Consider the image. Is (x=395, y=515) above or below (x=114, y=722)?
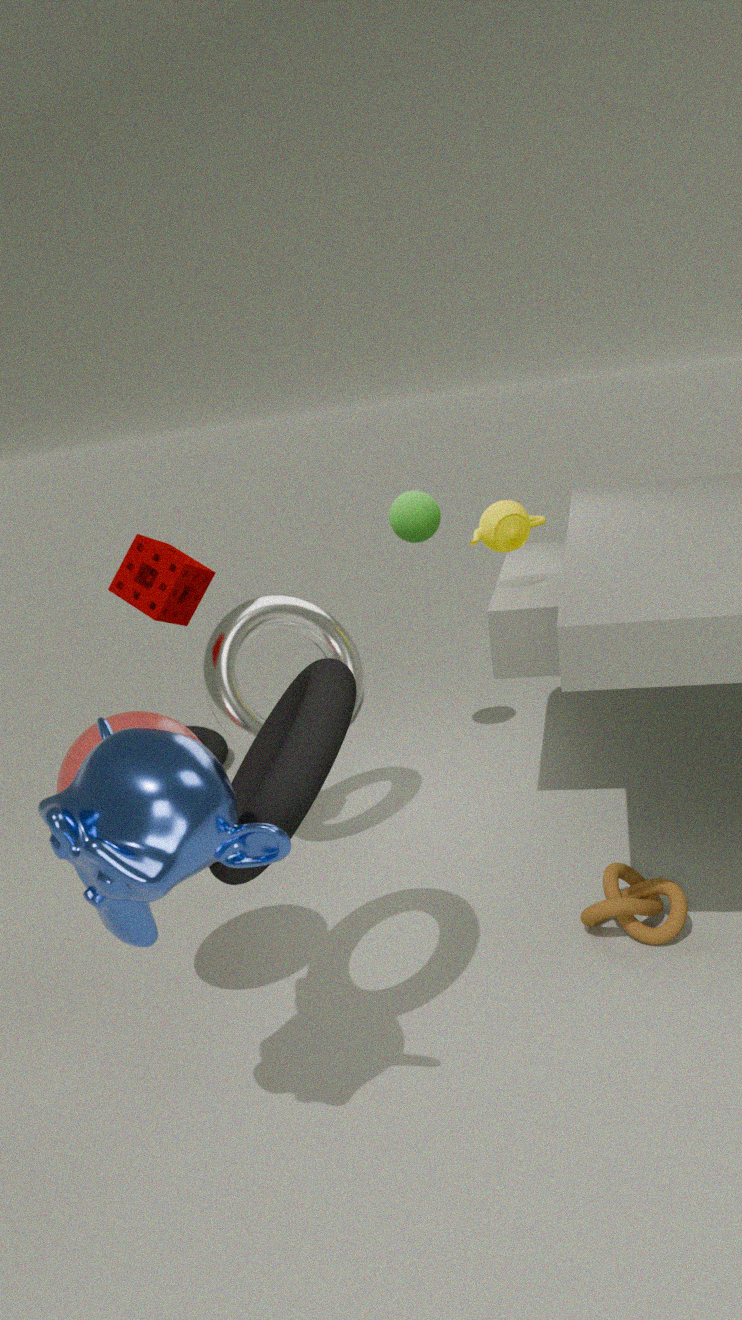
above
